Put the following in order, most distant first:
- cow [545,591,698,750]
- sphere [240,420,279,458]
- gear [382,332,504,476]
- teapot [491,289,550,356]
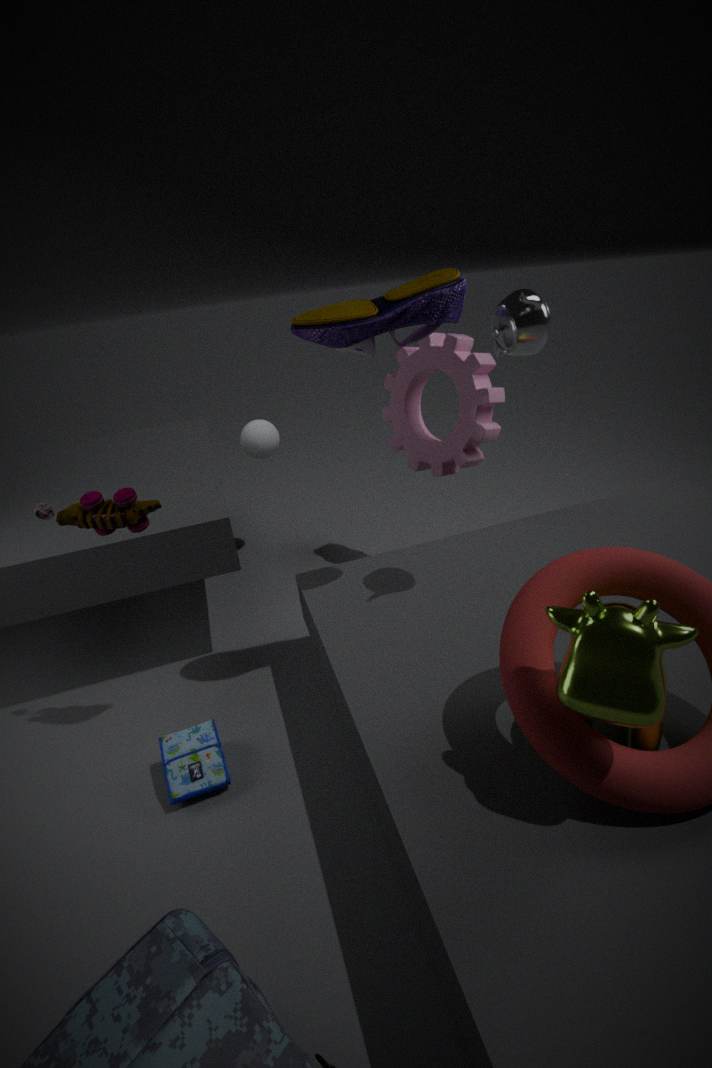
sphere [240,420,279,458] → gear [382,332,504,476] → teapot [491,289,550,356] → cow [545,591,698,750]
